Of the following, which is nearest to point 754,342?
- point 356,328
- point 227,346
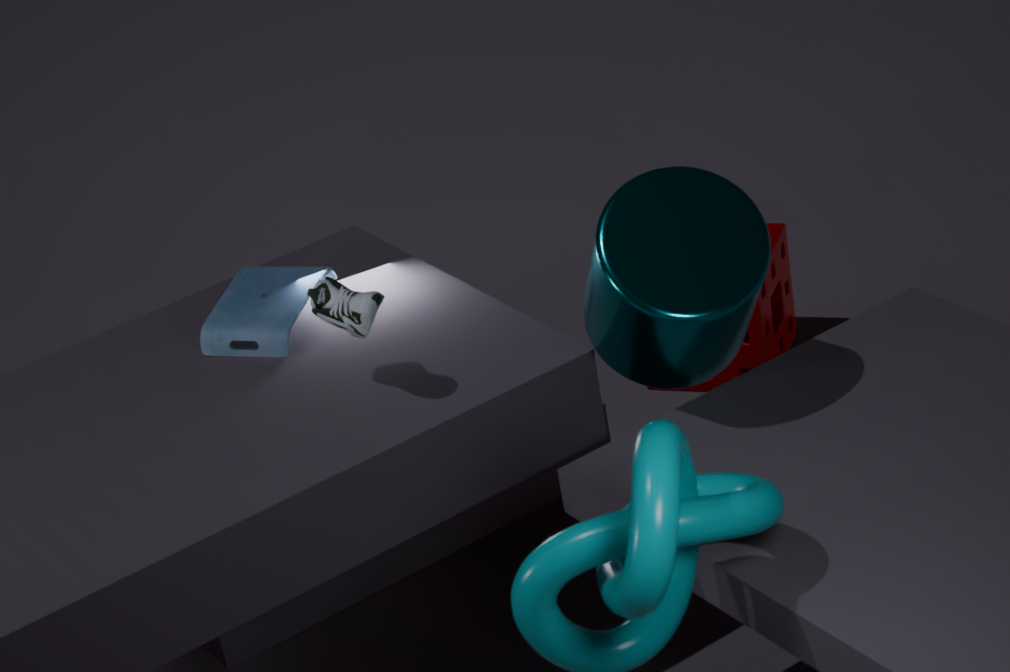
point 227,346
